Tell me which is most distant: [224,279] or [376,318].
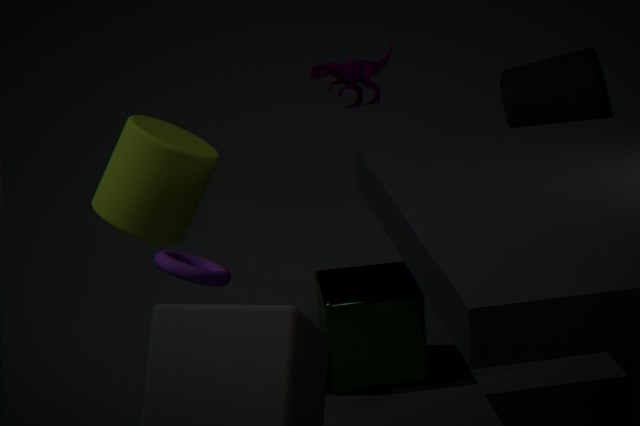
[376,318]
